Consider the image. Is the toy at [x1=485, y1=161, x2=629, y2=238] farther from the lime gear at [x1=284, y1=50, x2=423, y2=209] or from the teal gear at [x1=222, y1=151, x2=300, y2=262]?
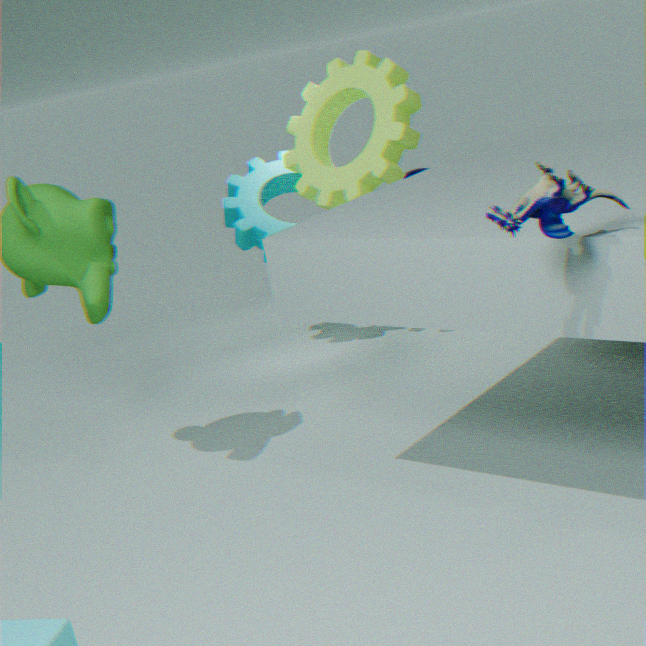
the teal gear at [x1=222, y1=151, x2=300, y2=262]
